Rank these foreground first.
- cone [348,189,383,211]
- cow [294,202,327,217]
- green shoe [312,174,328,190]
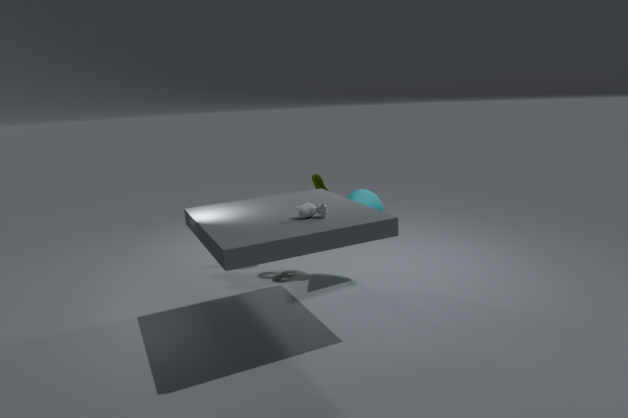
cow [294,202,327,217]
cone [348,189,383,211]
green shoe [312,174,328,190]
